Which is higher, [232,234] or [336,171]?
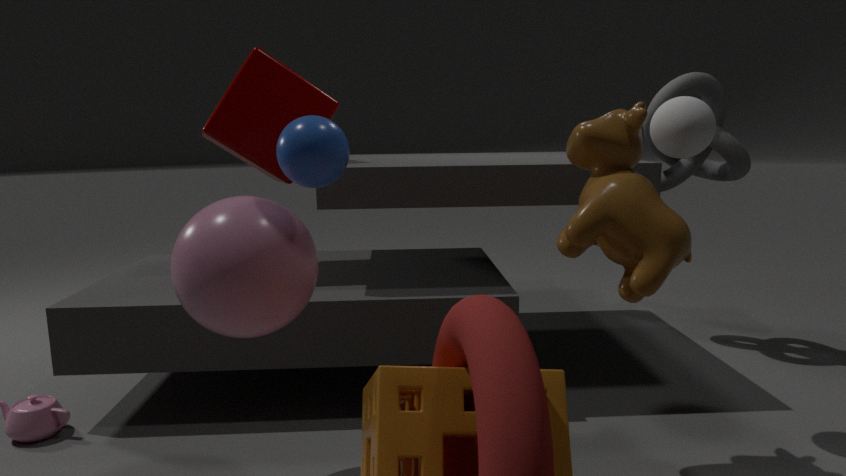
[336,171]
